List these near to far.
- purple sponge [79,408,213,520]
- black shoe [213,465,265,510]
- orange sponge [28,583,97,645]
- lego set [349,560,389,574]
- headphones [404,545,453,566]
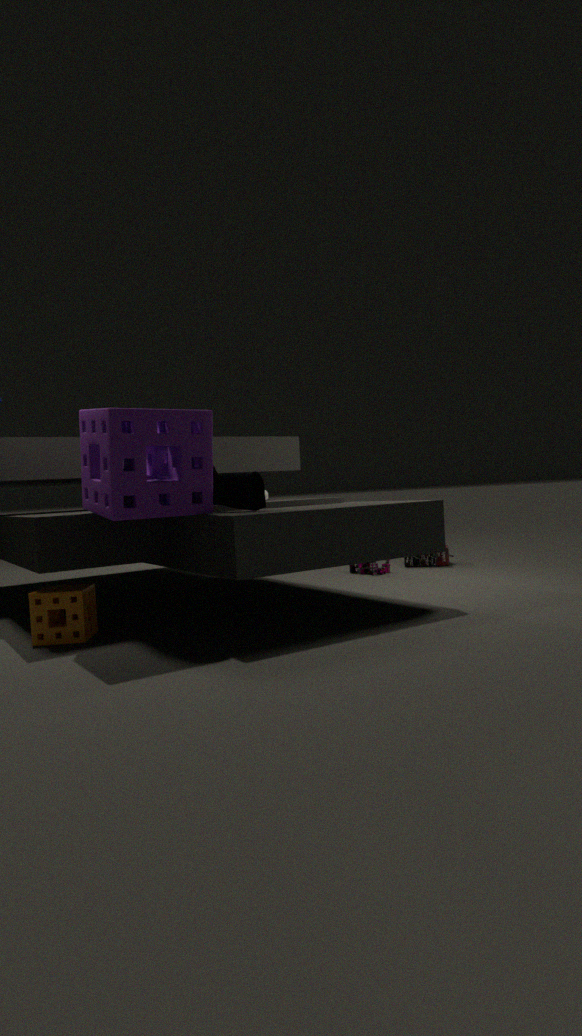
1. purple sponge [79,408,213,520]
2. orange sponge [28,583,97,645]
3. black shoe [213,465,265,510]
4. lego set [349,560,389,574]
5. headphones [404,545,453,566]
